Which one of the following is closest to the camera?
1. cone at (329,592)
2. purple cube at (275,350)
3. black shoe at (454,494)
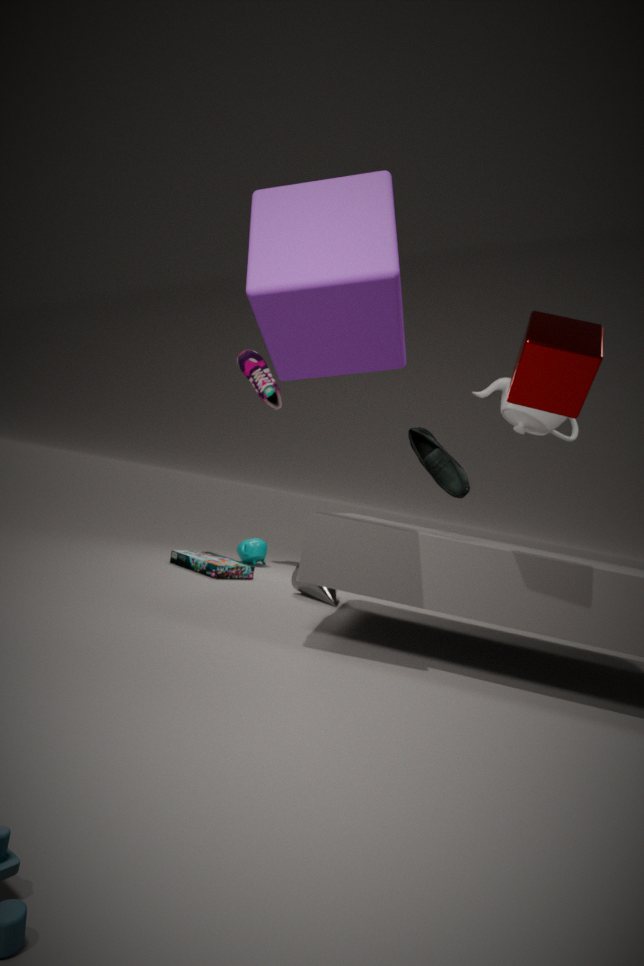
purple cube at (275,350)
